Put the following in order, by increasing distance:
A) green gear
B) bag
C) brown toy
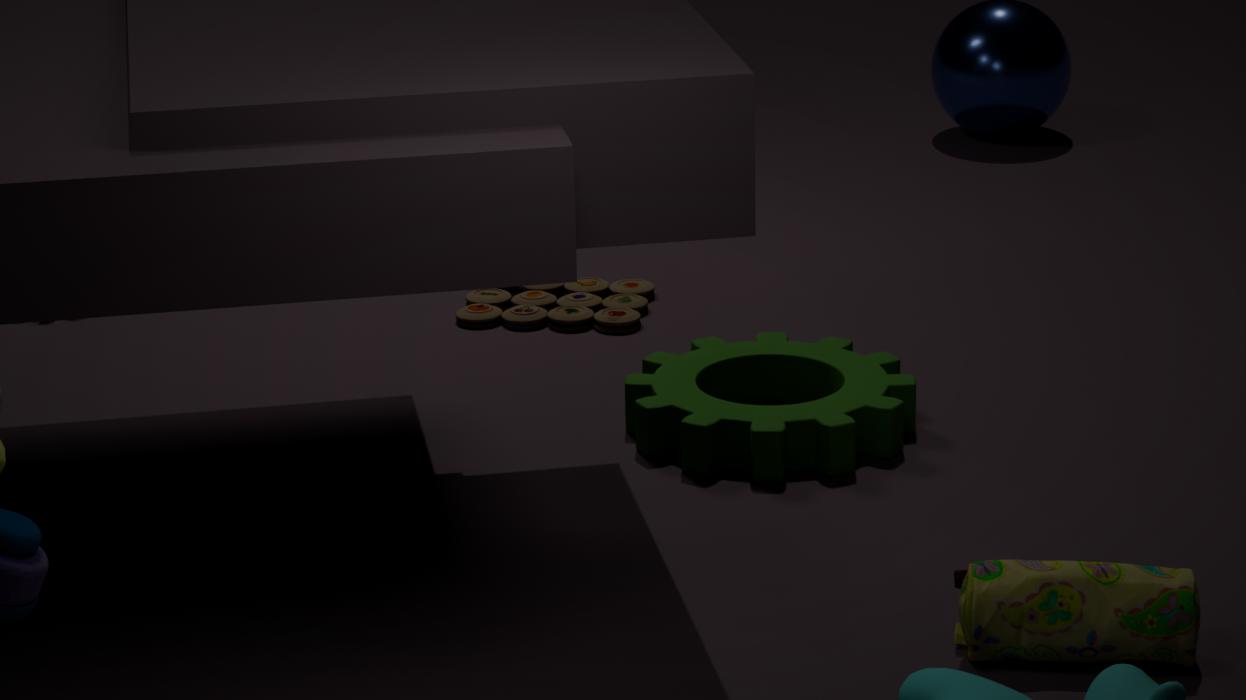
bag
green gear
brown toy
